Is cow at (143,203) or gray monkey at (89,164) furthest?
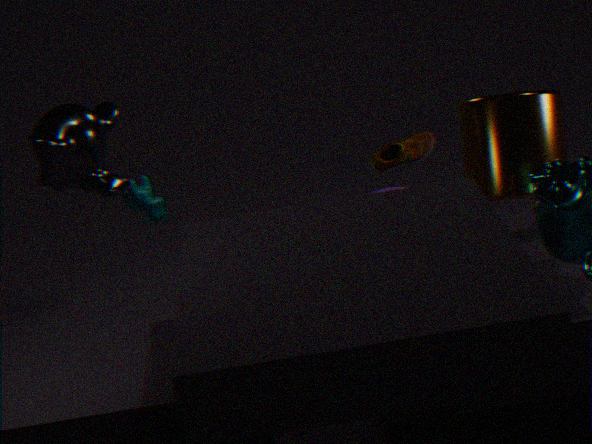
cow at (143,203)
